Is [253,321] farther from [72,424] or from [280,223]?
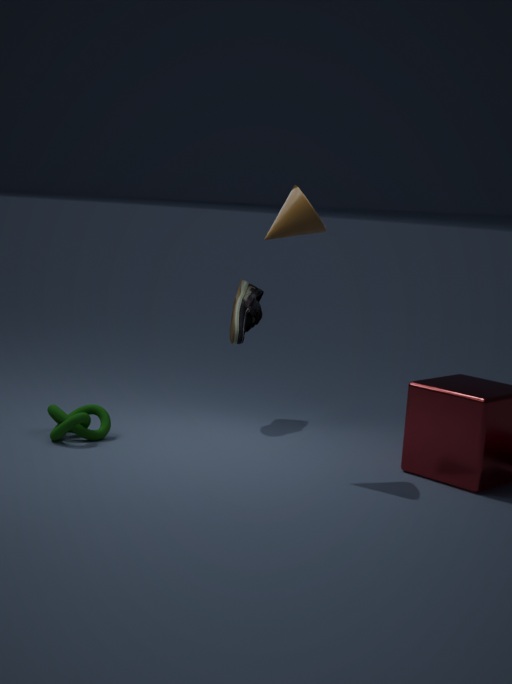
[72,424]
